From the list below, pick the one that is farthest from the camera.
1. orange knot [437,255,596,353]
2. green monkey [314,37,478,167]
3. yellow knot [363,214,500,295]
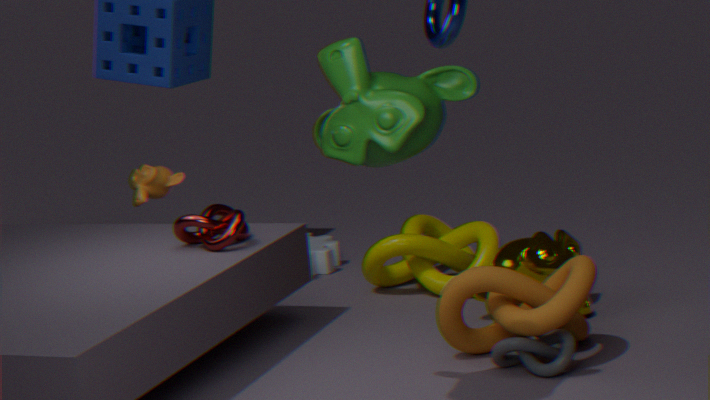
yellow knot [363,214,500,295]
